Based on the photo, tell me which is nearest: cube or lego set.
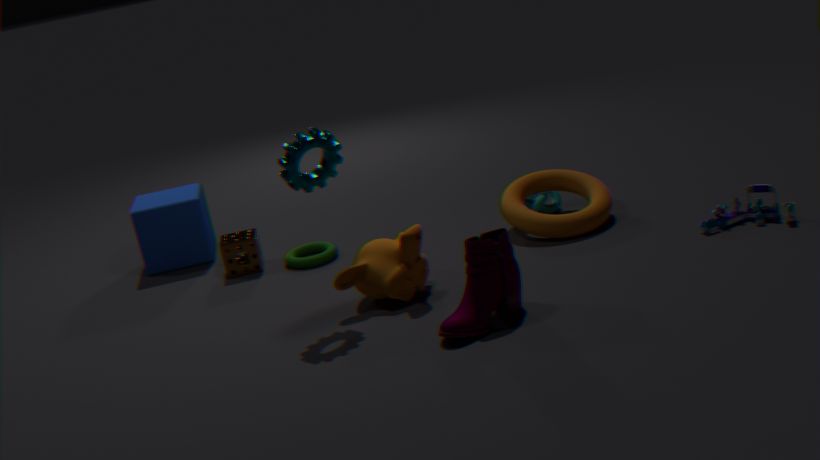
lego set
